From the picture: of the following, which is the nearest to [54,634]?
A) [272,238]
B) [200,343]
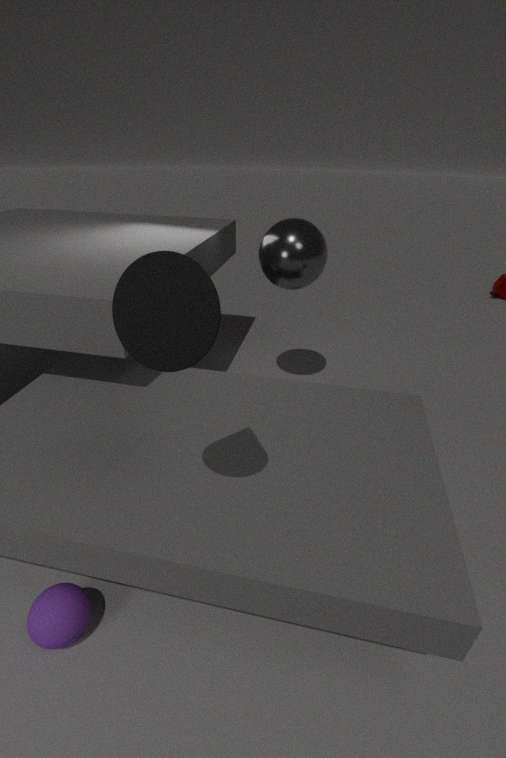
[200,343]
